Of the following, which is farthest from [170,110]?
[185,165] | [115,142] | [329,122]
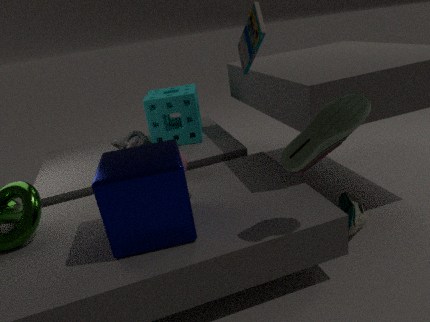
[329,122]
